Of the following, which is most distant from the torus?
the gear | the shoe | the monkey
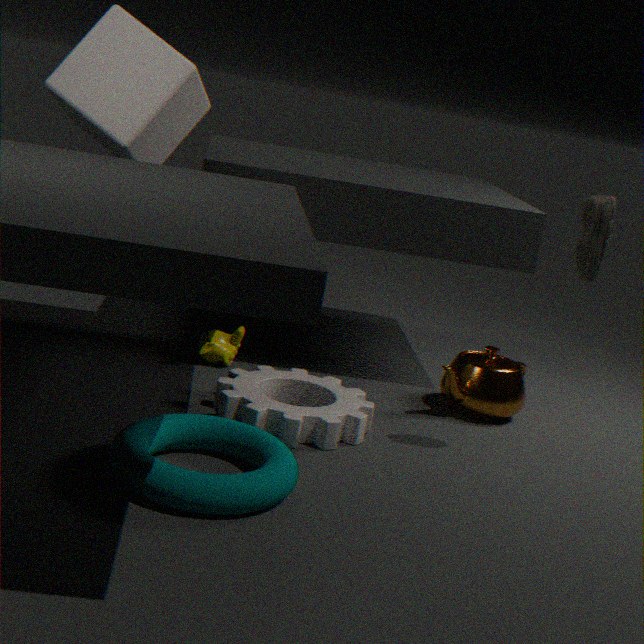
the shoe
